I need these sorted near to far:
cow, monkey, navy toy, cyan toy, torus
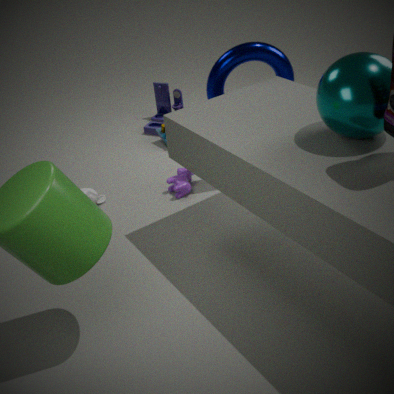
torus → monkey → cow → cyan toy → navy toy
